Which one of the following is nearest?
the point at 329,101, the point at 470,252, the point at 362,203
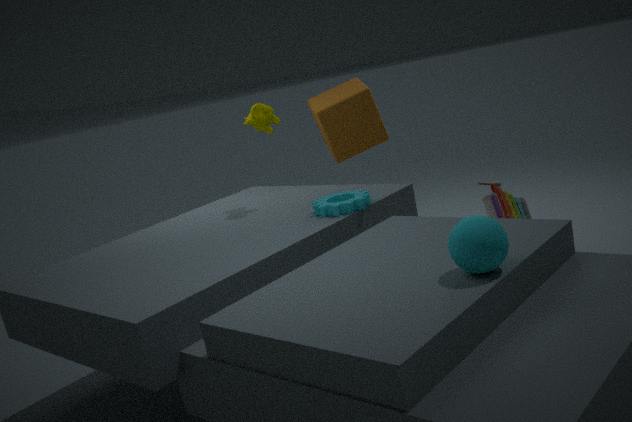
the point at 470,252
